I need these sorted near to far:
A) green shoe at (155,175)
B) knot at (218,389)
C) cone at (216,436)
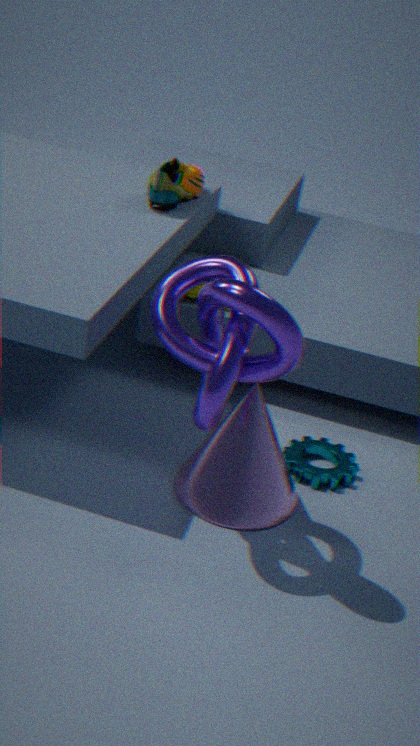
knot at (218,389) → cone at (216,436) → green shoe at (155,175)
